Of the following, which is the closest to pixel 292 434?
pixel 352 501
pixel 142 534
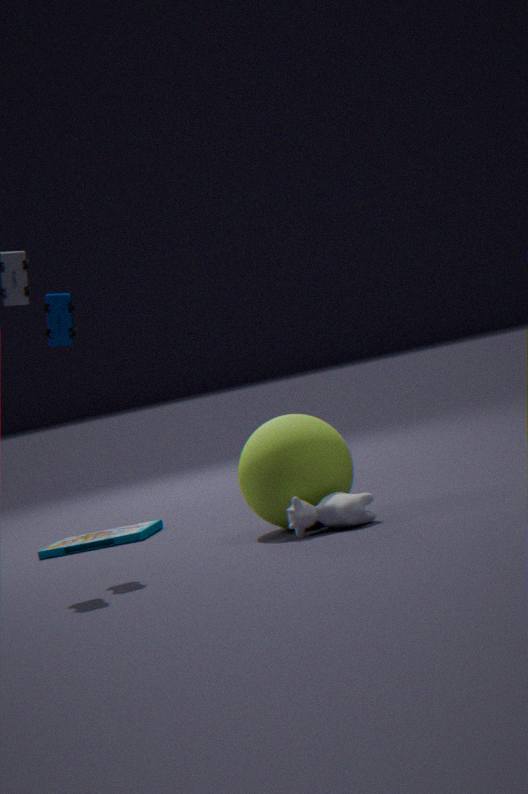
pixel 352 501
